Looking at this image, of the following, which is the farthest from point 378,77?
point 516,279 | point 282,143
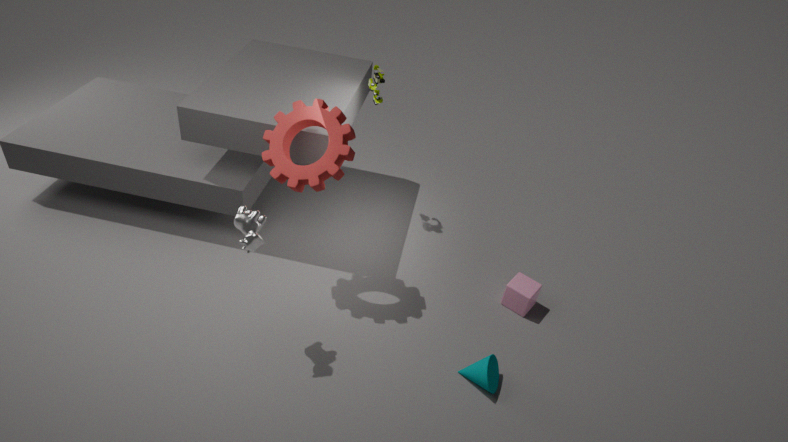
point 516,279
